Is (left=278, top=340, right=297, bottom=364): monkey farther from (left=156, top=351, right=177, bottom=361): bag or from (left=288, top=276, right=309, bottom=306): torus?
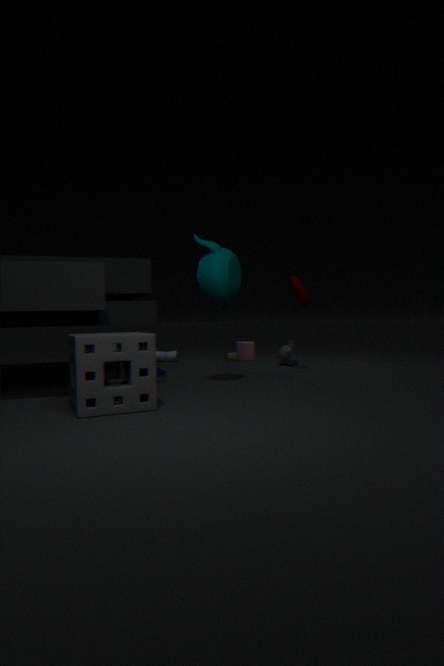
(left=156, top=351, right=177, bottom=361): bag
